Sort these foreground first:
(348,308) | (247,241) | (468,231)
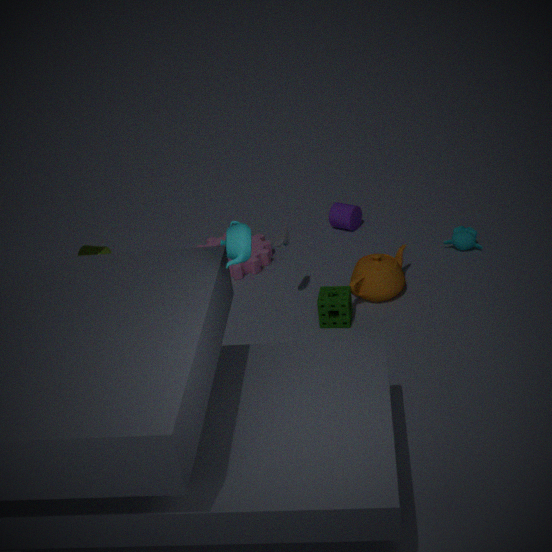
1. (247,241)
2. (348,308)
3. (468,231)
